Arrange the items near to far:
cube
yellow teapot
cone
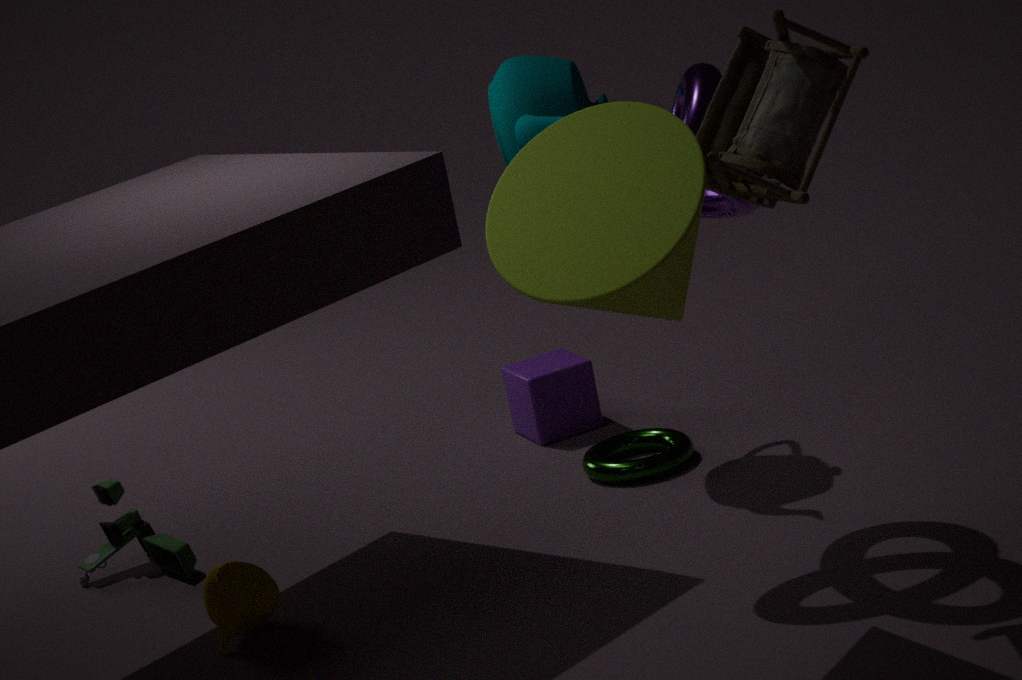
cone → yellow teapot → cube
